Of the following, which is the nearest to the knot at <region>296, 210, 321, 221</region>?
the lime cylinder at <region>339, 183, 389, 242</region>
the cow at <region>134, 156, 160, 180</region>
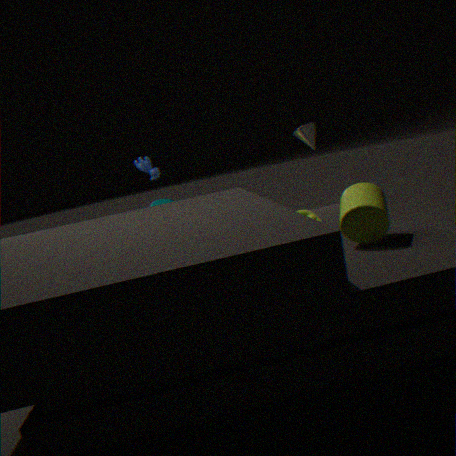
the lime cylinder at <region>339, 183, 389, 242</region>
